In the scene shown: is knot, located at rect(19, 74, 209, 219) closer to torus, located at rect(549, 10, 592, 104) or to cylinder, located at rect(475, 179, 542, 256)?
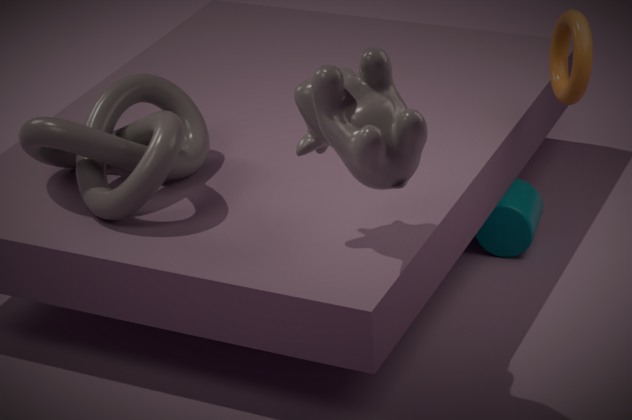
cylinder, located at rect(475, 179, 542, 256)
